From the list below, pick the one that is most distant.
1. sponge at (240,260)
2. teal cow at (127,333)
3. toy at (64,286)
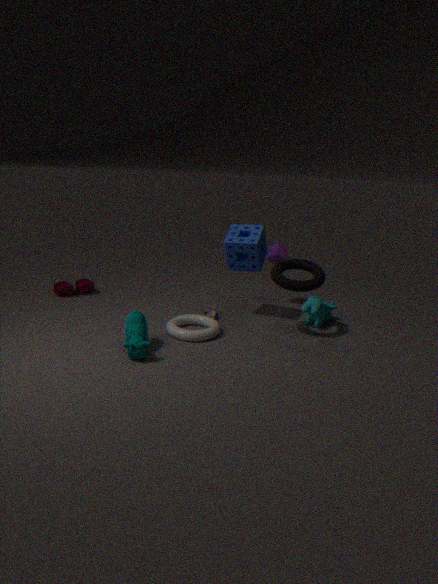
toy at (64,286)
